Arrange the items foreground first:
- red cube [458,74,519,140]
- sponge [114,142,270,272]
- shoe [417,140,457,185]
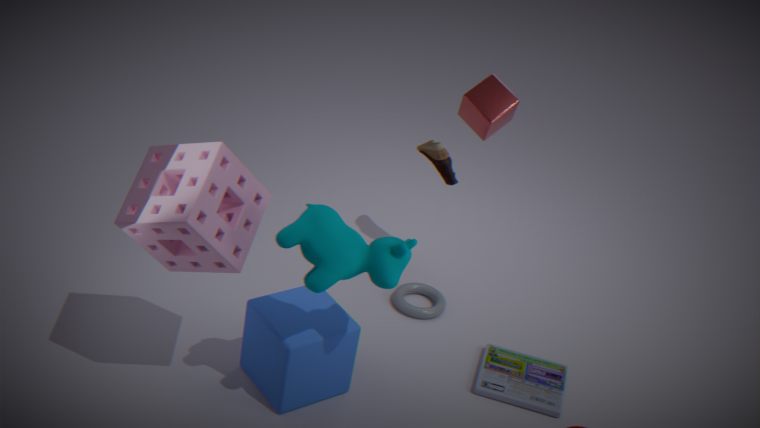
sponge [114,142,270,272]
red cube [458,74,519,140]
shoe [417,140,457,185]
